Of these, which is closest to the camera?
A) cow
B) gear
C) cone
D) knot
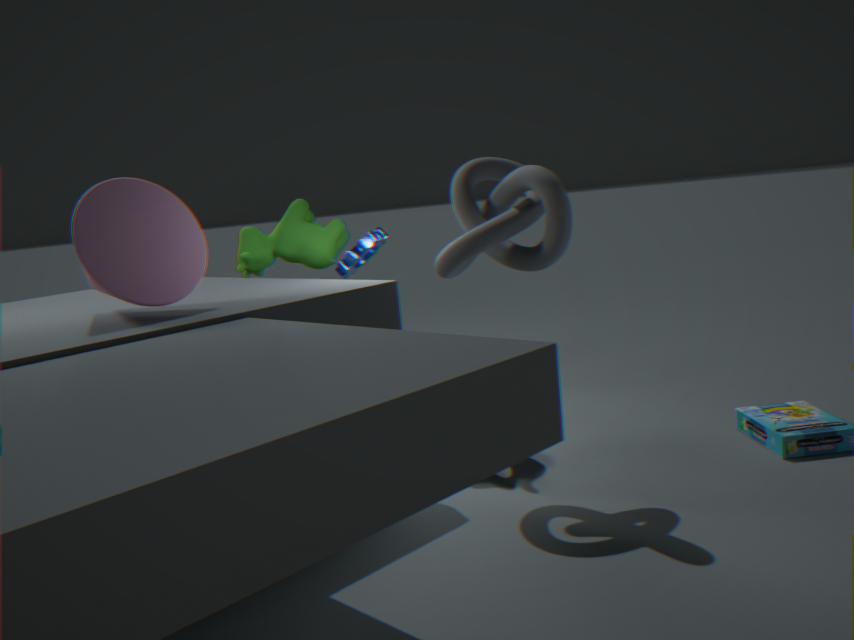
cone
